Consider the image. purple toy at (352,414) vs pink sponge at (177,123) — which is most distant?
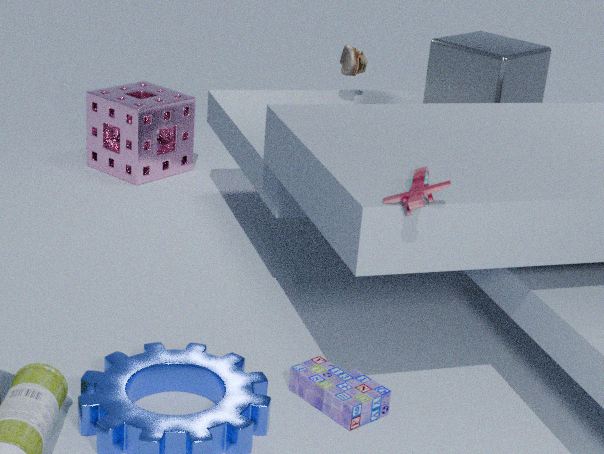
pink sponge at (177,123)
